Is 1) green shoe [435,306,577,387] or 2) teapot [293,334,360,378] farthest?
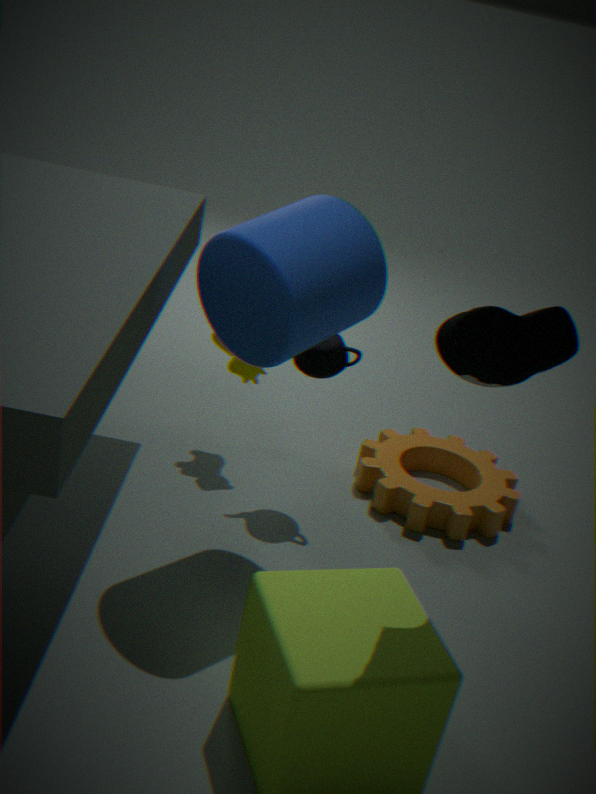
2. teapot [293,334,360,378]
